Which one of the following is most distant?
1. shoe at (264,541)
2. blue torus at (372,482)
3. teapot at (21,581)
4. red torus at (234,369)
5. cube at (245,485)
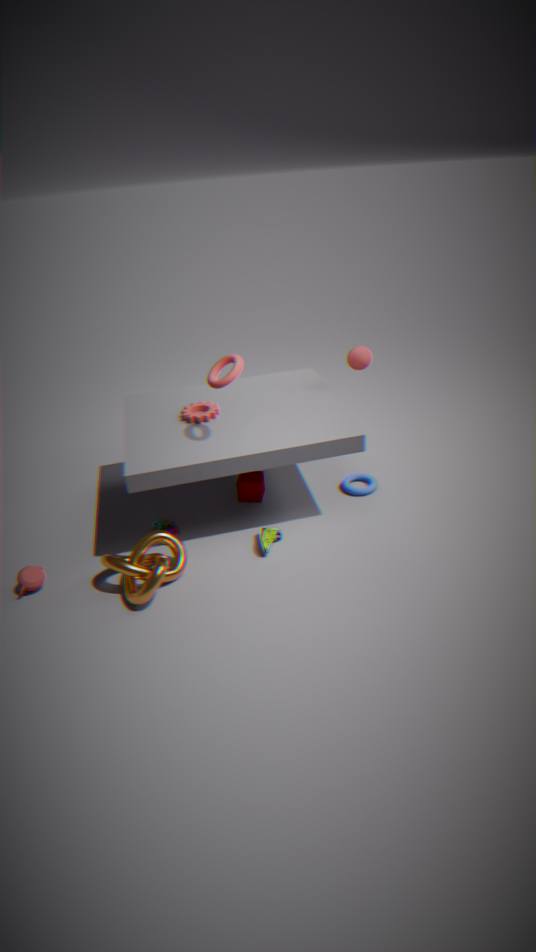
blue torus at (372,482)
